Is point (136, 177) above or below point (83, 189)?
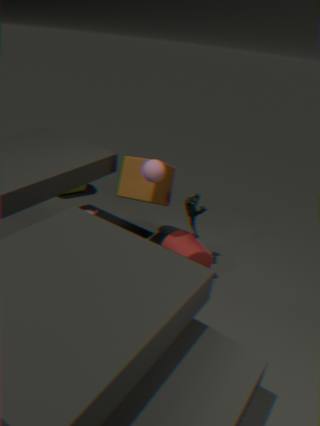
above
